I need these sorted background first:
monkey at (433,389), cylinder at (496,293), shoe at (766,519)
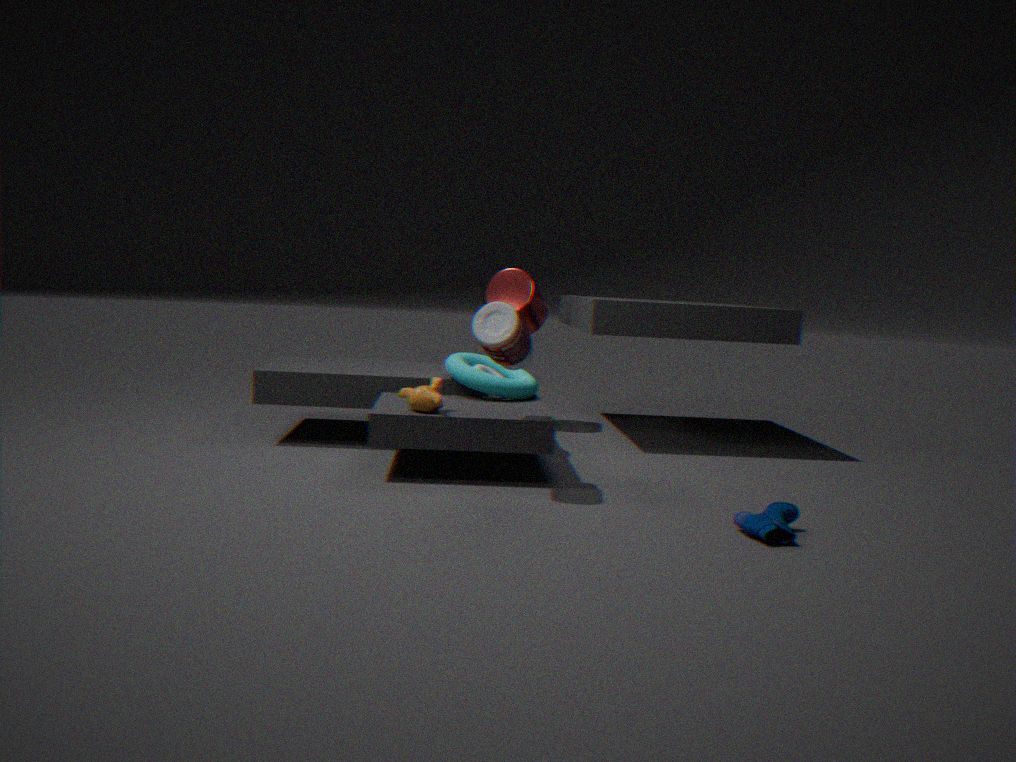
cylinder at (496,293), monkey at (433,389), shoe at (766,519)
